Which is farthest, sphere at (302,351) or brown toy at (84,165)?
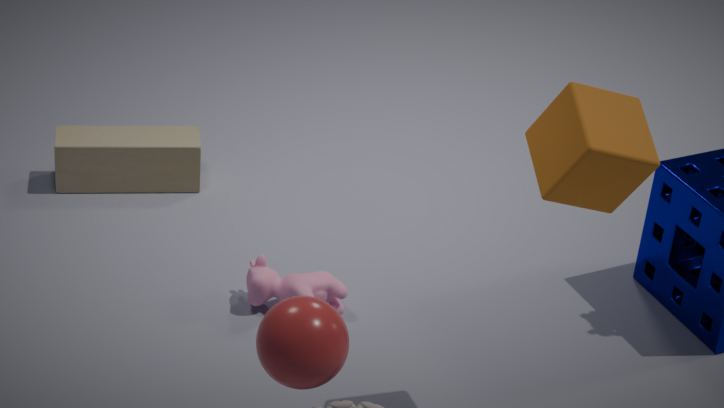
brown toy at (84,165)
